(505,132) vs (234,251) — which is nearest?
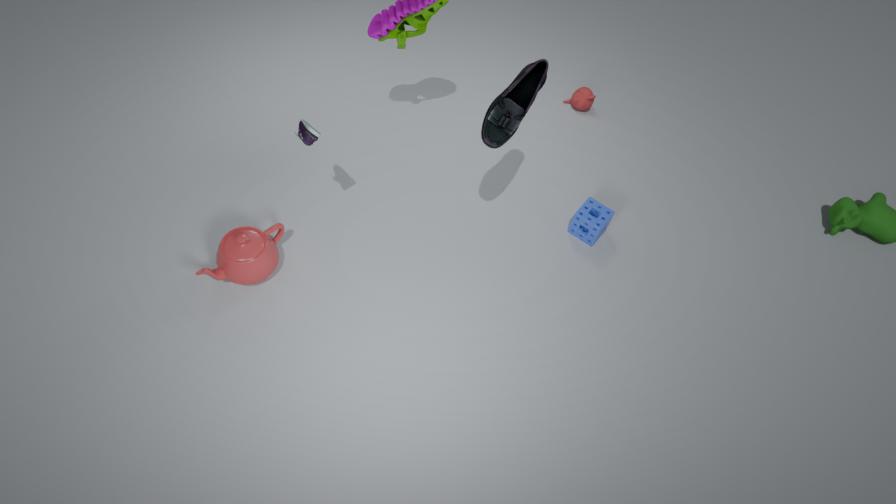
(505,132)
